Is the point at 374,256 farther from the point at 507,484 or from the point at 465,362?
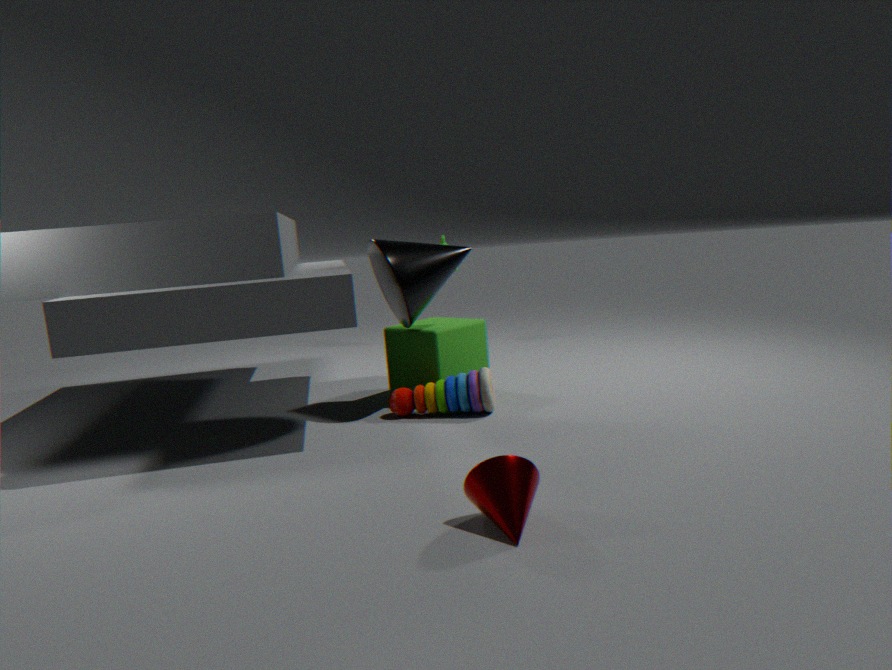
the point at 507,484
